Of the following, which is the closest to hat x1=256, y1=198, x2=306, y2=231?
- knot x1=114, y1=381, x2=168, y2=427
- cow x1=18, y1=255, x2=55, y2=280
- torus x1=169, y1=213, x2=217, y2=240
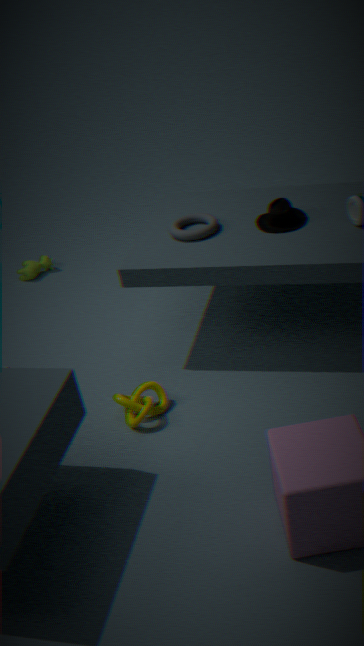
torus x1=169, y1=213, x2=217, y2=240
